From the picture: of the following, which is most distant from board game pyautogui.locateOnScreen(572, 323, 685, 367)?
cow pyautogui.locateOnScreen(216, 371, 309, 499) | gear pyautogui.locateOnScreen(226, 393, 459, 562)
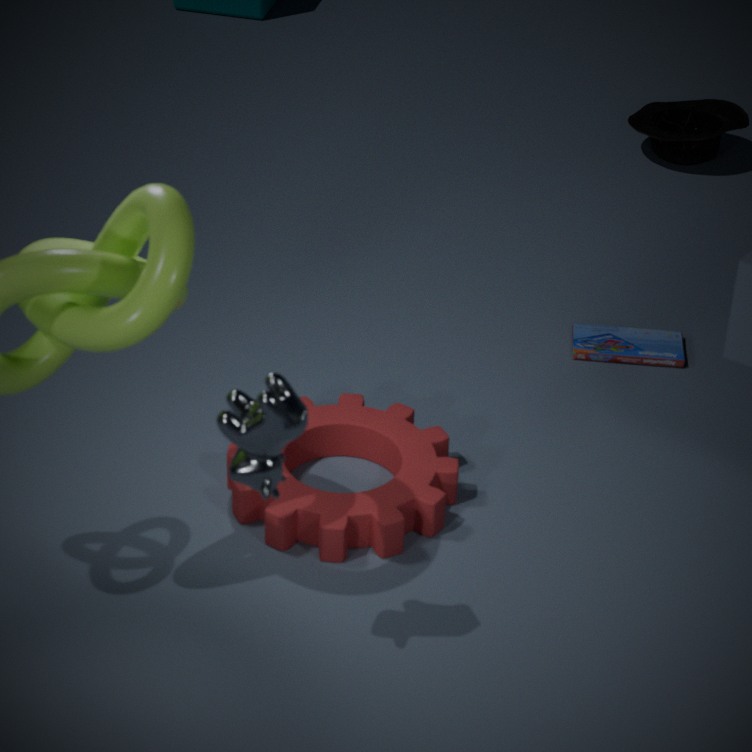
cow pyautogui.locateOnScreen(216, 371, 309, 499)
